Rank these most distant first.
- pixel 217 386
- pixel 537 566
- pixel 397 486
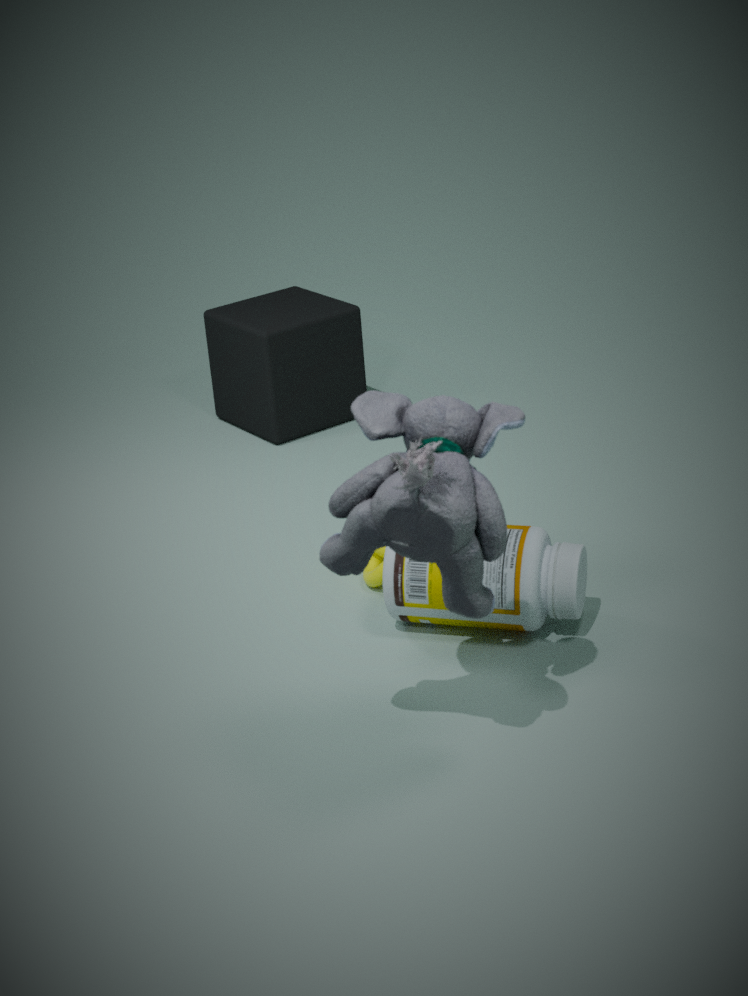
pixel 217 386, pixel 537 566, pixel 397 486
